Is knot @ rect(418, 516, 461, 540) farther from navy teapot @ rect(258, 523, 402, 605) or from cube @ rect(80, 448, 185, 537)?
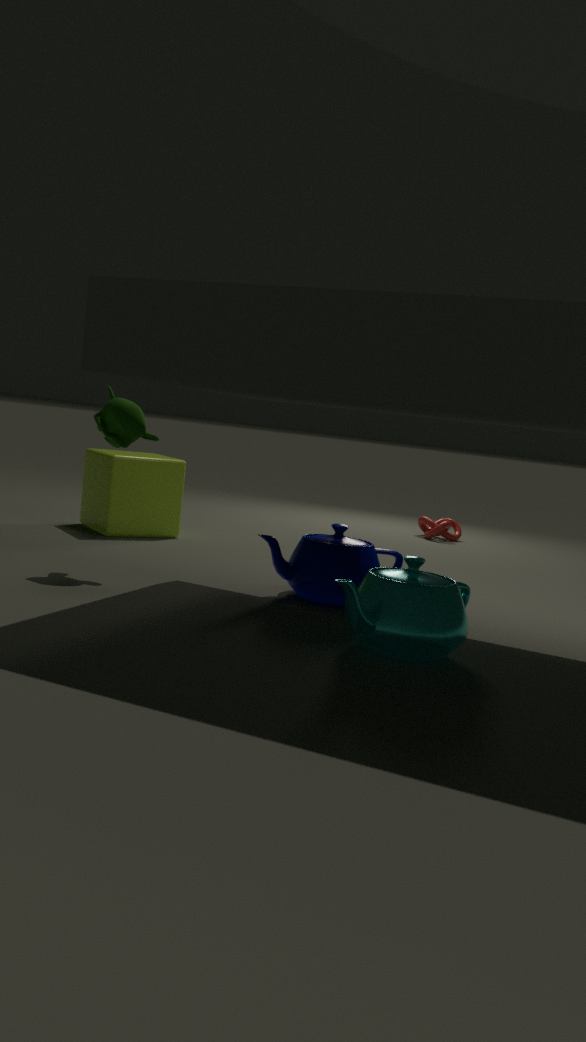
navy teapot @ rect(258, 523, 402, 605)
